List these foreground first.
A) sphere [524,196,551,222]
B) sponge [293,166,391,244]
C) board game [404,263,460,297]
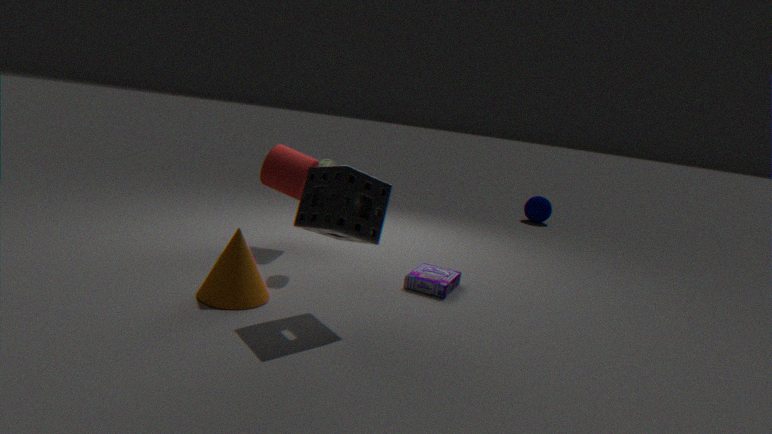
sponge [293,166,391,244] → board game [404,263,460,297] → sphere [524,196,551,222]
